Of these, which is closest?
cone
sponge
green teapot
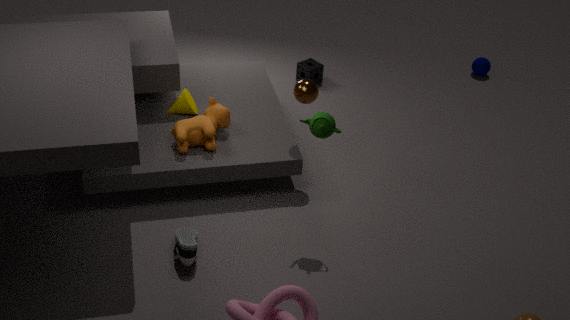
green teapot
